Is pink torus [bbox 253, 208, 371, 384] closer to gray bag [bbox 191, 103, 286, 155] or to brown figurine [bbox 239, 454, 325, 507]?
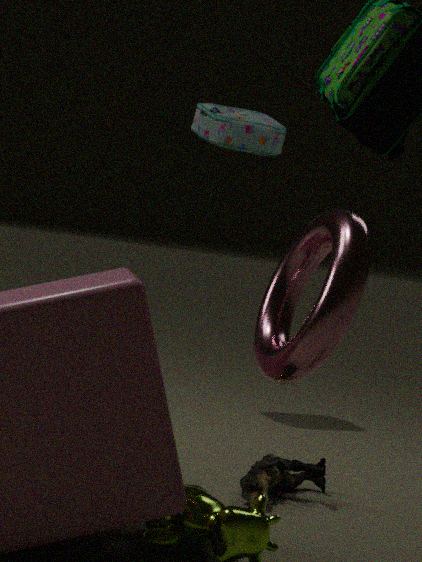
brown figurine [bbox 239, 454, 325, 507]
